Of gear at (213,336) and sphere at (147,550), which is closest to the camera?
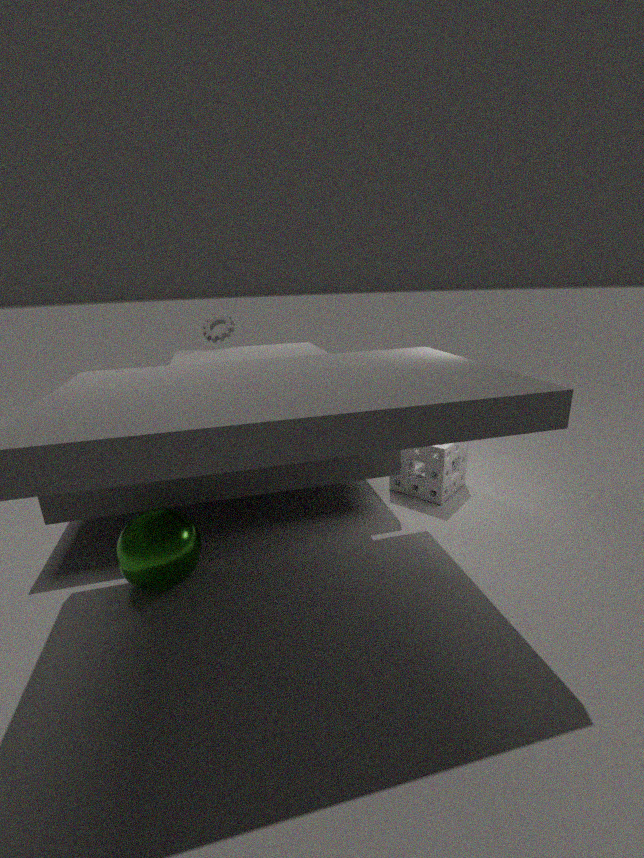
sphere at (147,550)
